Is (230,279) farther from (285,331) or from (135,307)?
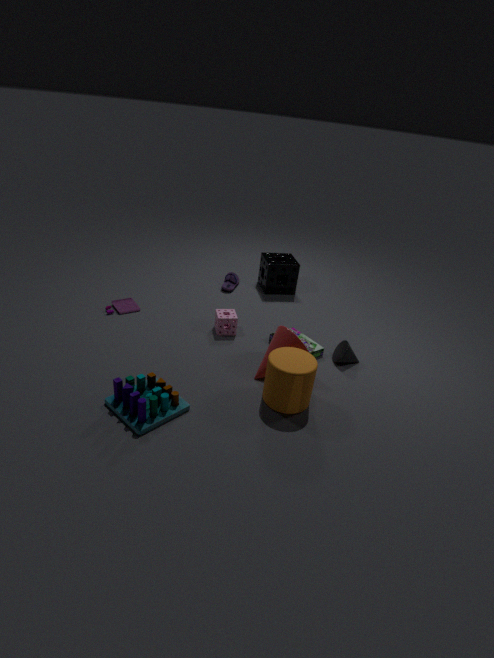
(285,331)
